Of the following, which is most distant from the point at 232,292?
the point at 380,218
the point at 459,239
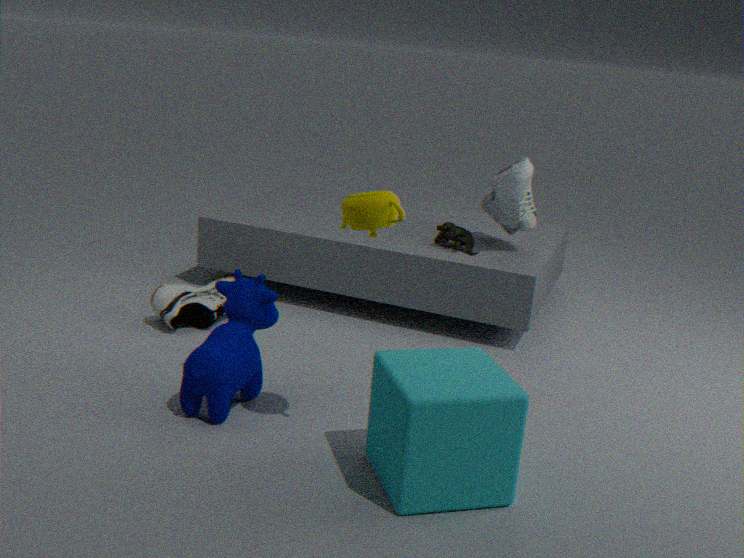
the point at 459,239
